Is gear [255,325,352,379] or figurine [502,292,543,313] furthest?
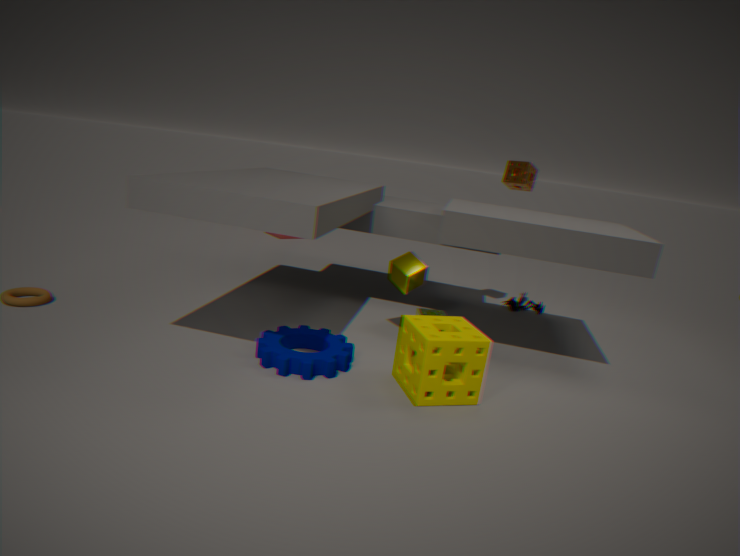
figurine [502,292,543,313]
